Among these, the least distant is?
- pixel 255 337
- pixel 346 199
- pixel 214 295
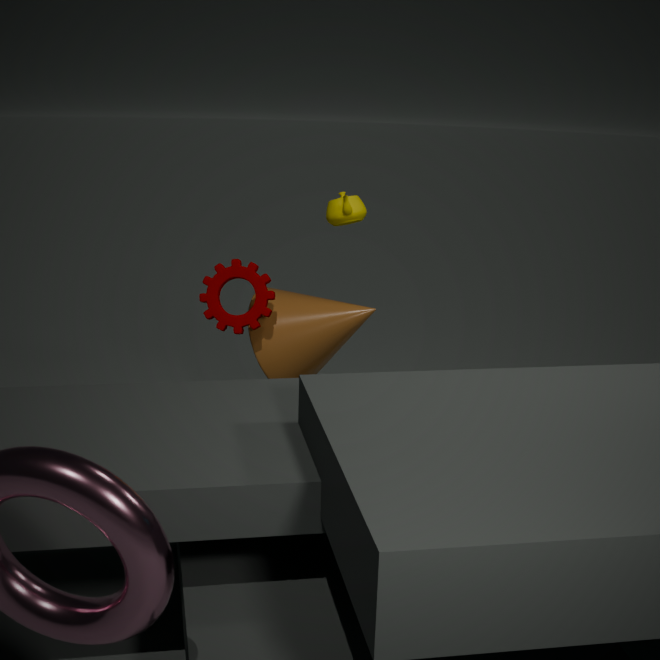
pixel 214 295
